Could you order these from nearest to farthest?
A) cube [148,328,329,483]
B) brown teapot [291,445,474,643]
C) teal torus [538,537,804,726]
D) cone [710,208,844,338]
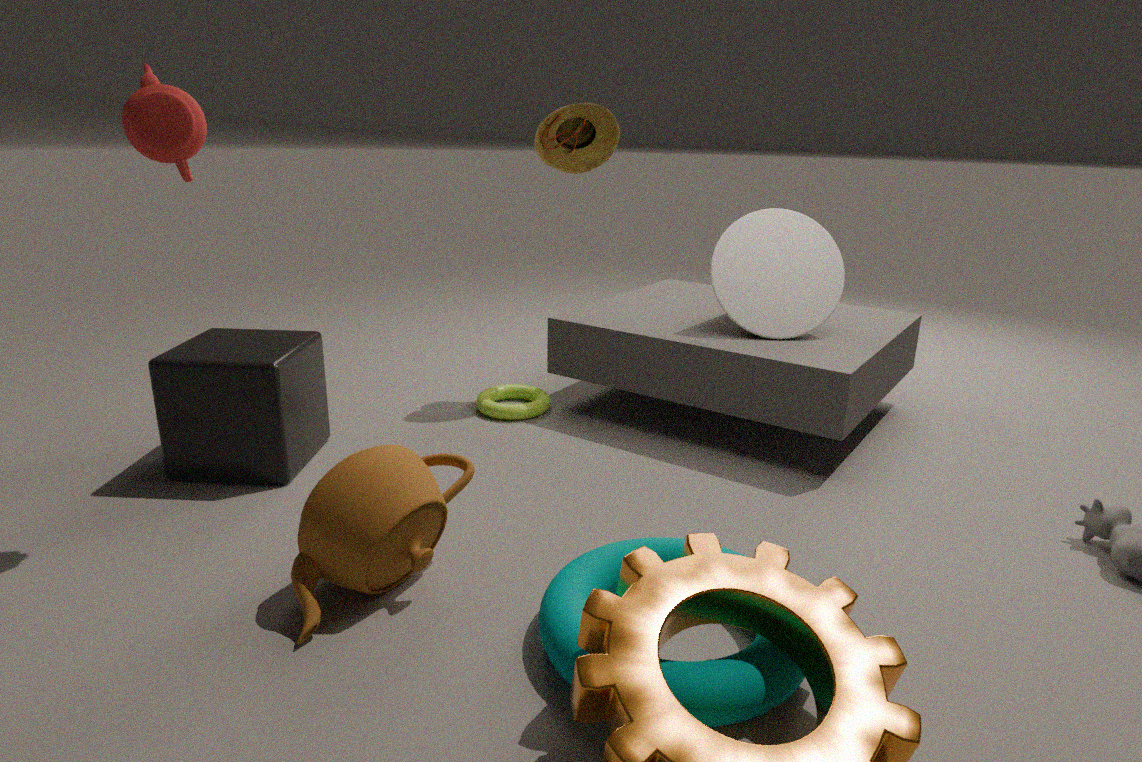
1. teal torus [538,537,804,726]
2. brown teapot [291,445,474,643]
3. cube [148,328,329,483]
4. cone [710,208,844,338]
